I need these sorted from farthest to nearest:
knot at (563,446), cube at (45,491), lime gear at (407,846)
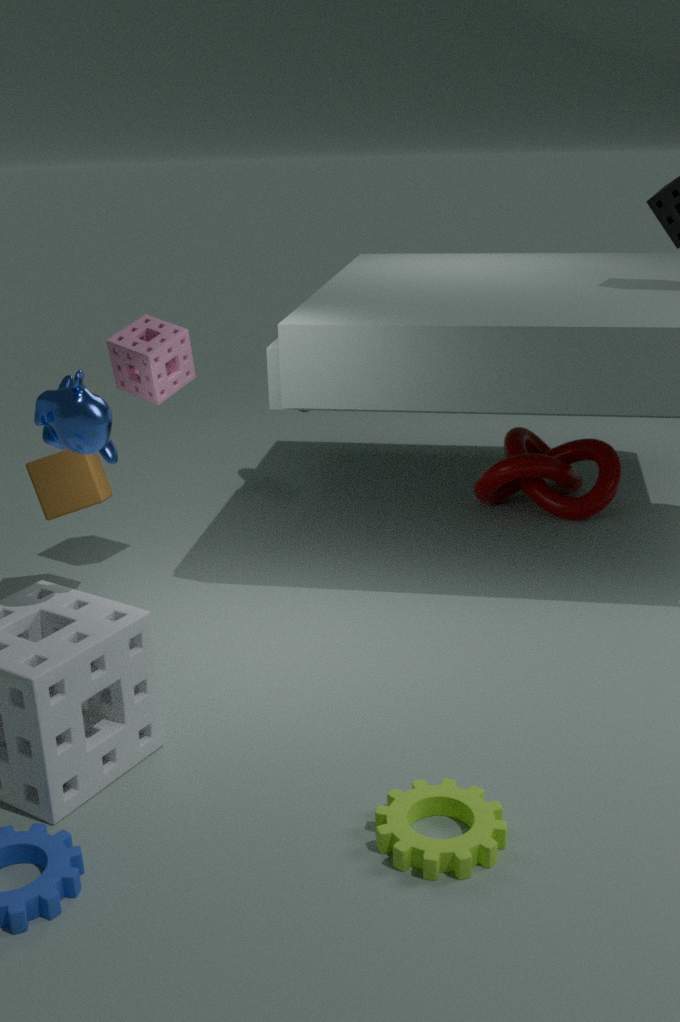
knot at (563,446) < cube at (45,491) < lime gear at (407,846)
